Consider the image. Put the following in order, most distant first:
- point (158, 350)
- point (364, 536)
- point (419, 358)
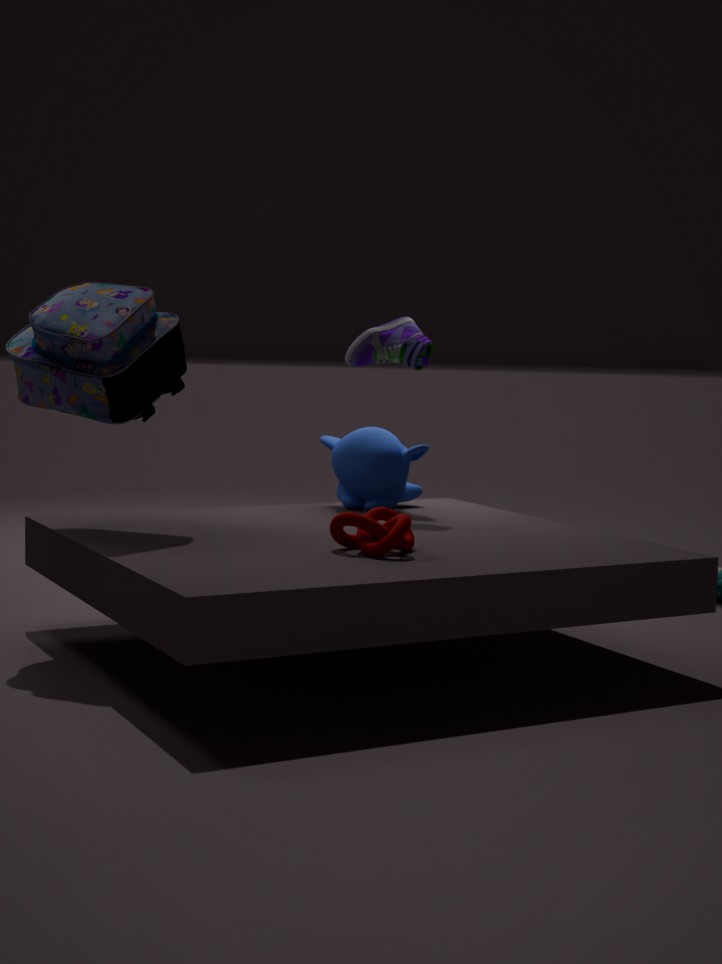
point (419, 358)
point (158, 350)
point (364, 536)
